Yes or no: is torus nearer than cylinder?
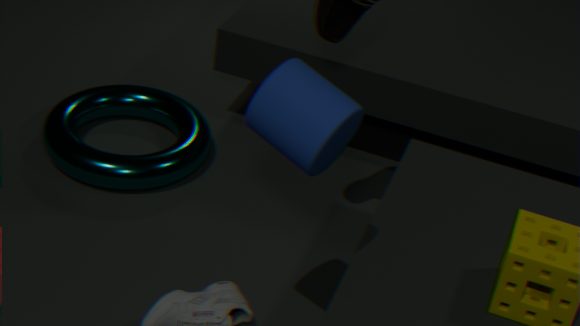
No
